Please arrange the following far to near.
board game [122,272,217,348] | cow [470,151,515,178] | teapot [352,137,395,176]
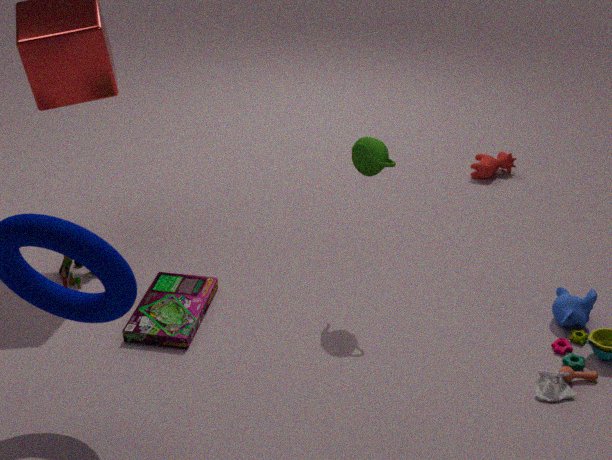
cow [470,151,515,178], board game [122,272,217,348], teapot [352,137,395,176]
